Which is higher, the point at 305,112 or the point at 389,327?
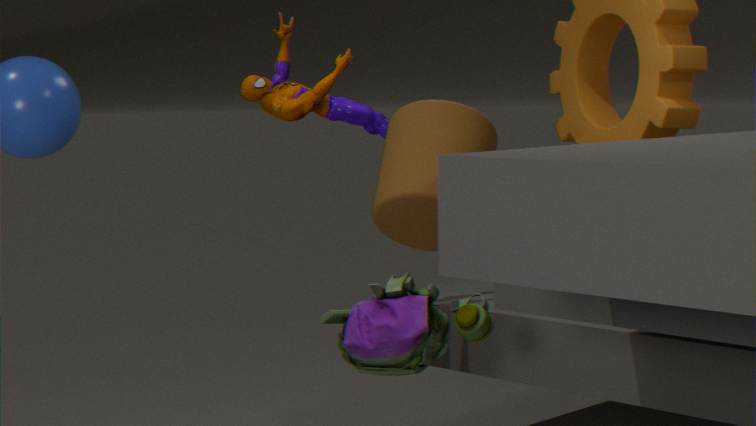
the point at 305,112
